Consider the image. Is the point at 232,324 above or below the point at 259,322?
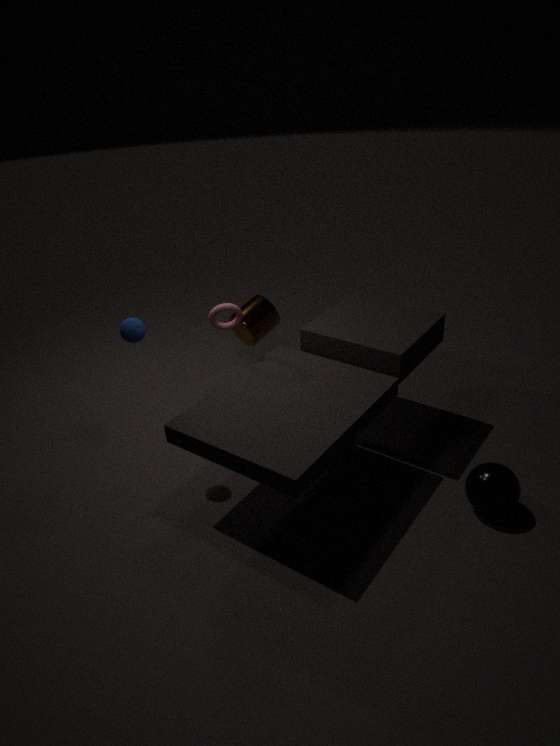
above
